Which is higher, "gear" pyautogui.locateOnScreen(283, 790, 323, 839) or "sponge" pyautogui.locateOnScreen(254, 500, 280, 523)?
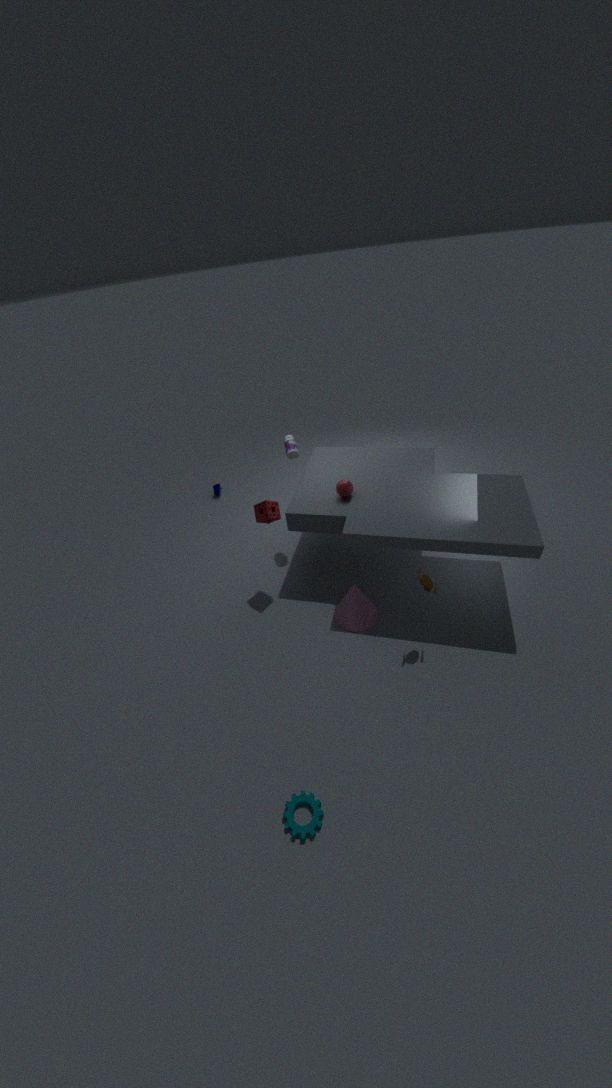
"sponge" pyautogui.locateOnScreen(254, 500, 280, 523)
